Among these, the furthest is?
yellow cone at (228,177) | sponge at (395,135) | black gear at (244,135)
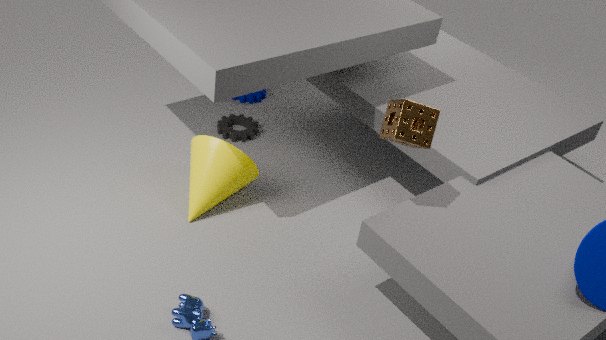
black gear at (244,135)
